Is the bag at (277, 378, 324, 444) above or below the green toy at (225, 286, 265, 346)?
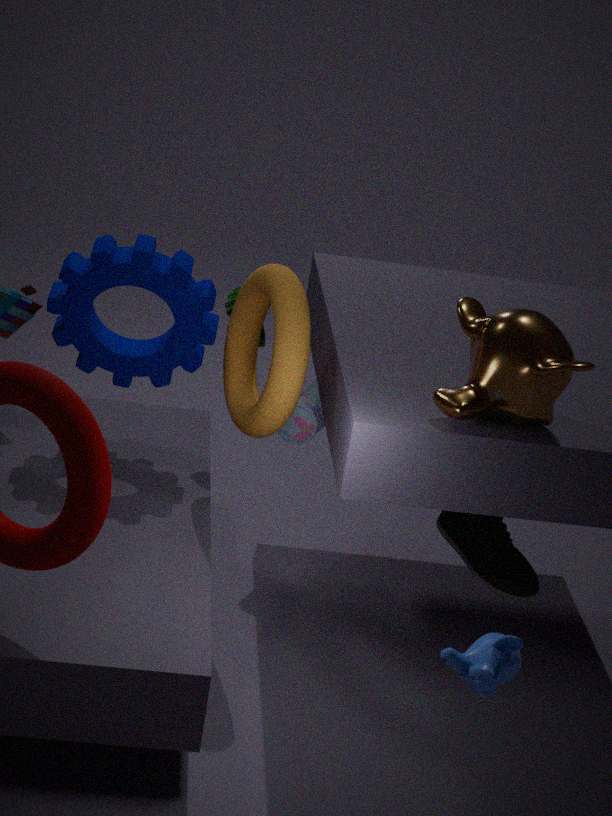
below
